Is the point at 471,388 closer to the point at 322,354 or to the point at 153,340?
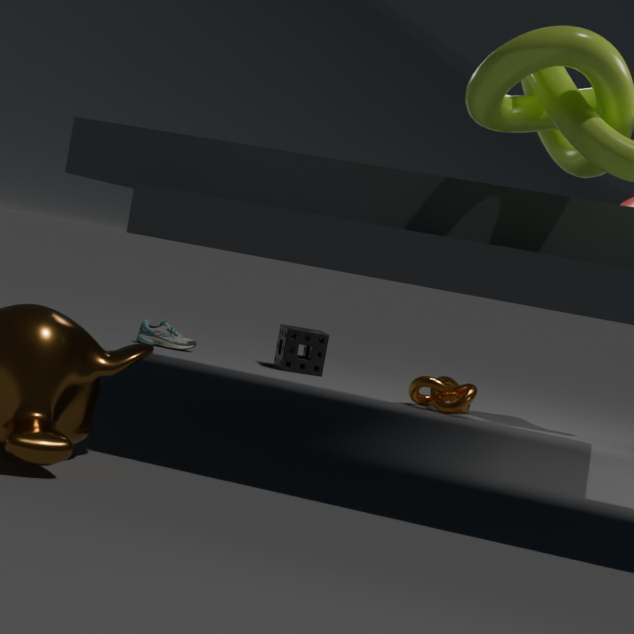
the point at 322,354
